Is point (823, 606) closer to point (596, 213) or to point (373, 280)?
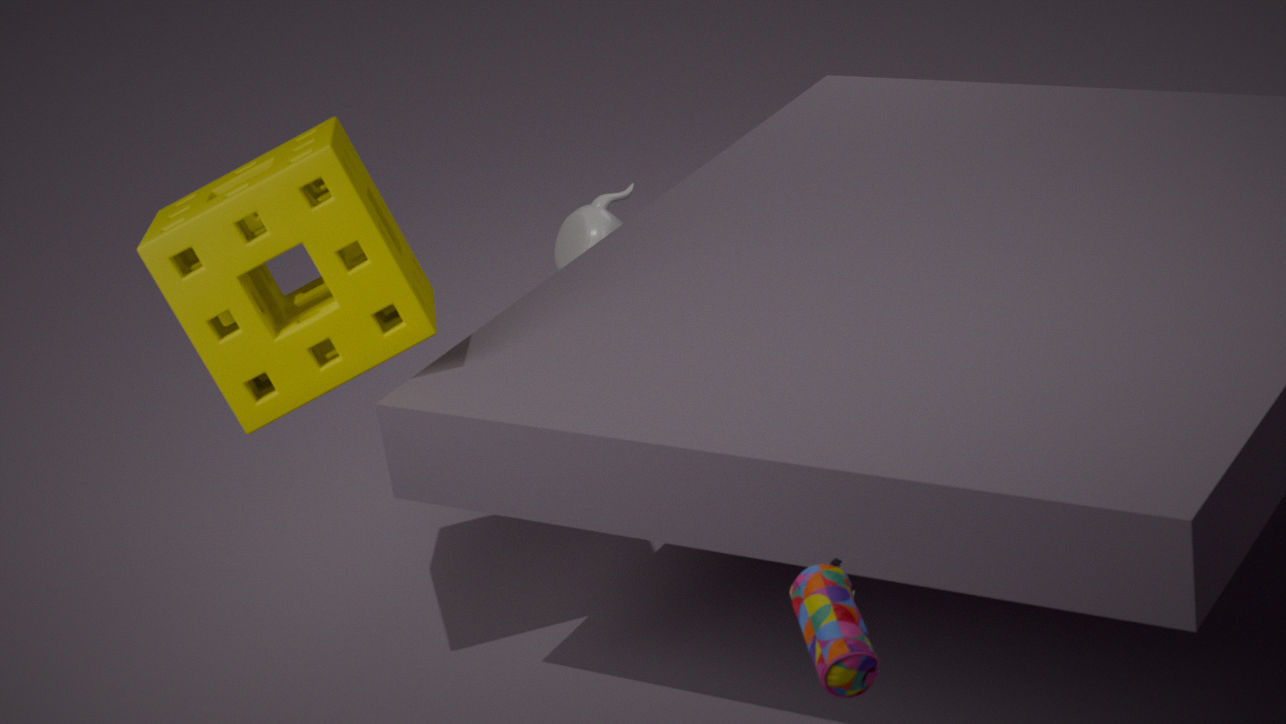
point (373, 280)
